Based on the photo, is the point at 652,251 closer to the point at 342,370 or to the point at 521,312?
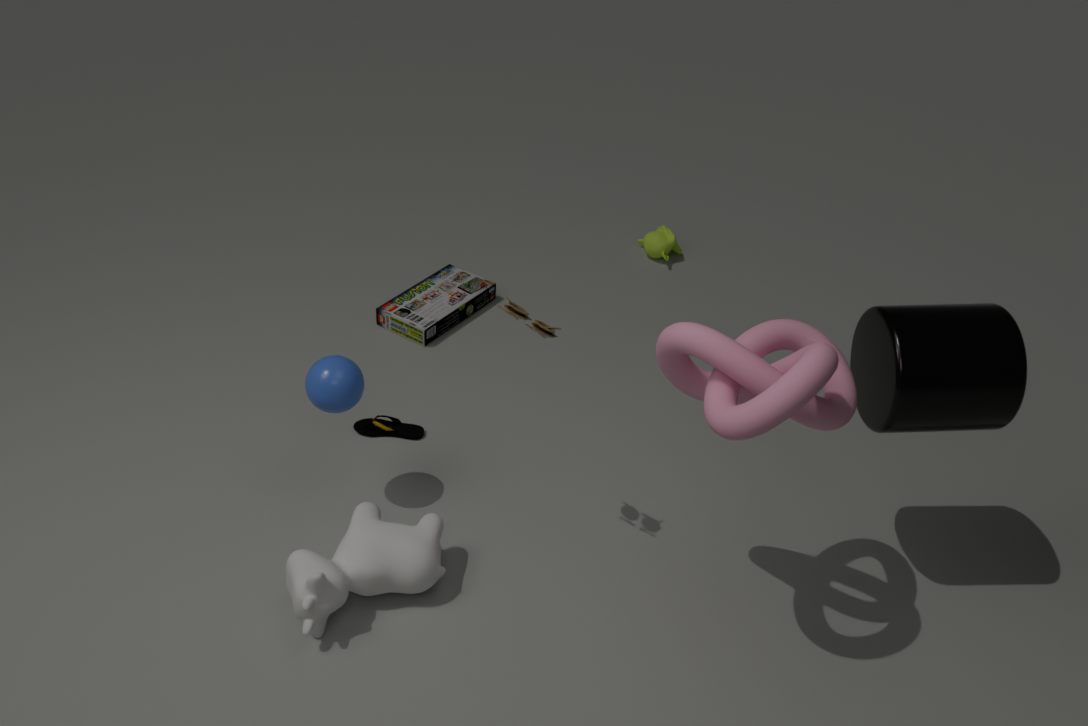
the point at 521,312
